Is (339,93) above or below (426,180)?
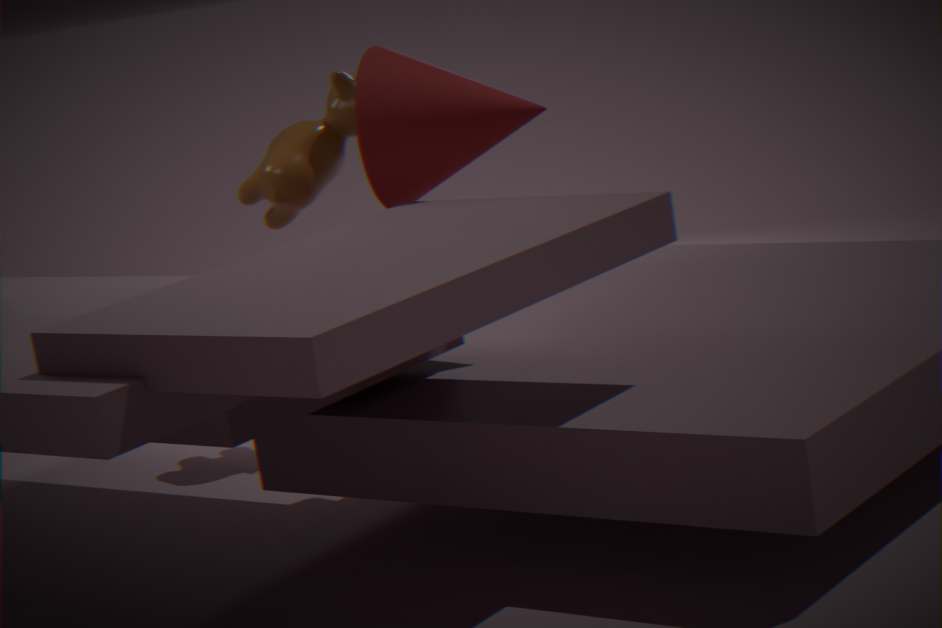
below
